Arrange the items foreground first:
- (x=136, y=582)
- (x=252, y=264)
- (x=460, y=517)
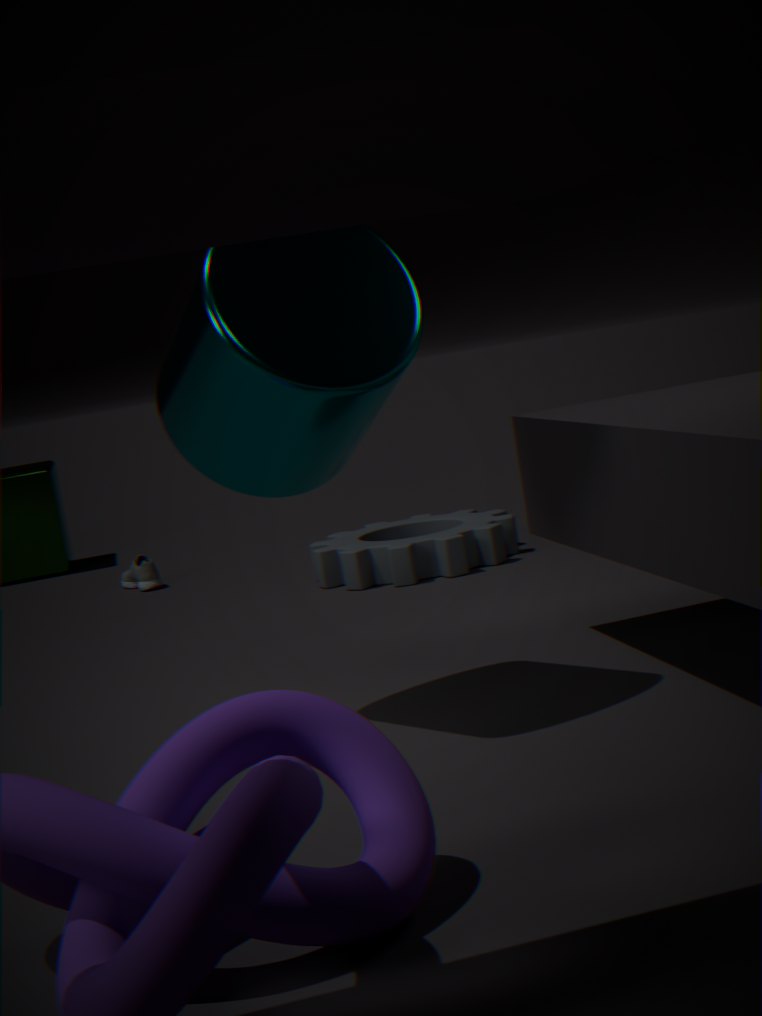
(x=252, y=264) < (x=460, y=517) < (x=136, y=582)
